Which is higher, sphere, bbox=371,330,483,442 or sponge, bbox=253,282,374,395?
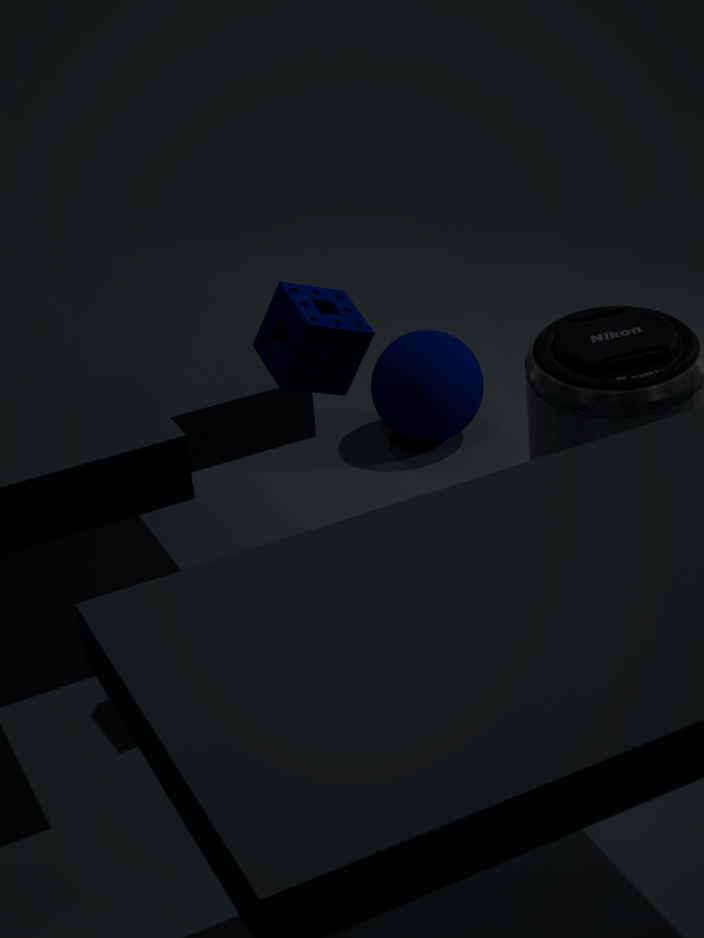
sponge, bbox=253,282,374,395
